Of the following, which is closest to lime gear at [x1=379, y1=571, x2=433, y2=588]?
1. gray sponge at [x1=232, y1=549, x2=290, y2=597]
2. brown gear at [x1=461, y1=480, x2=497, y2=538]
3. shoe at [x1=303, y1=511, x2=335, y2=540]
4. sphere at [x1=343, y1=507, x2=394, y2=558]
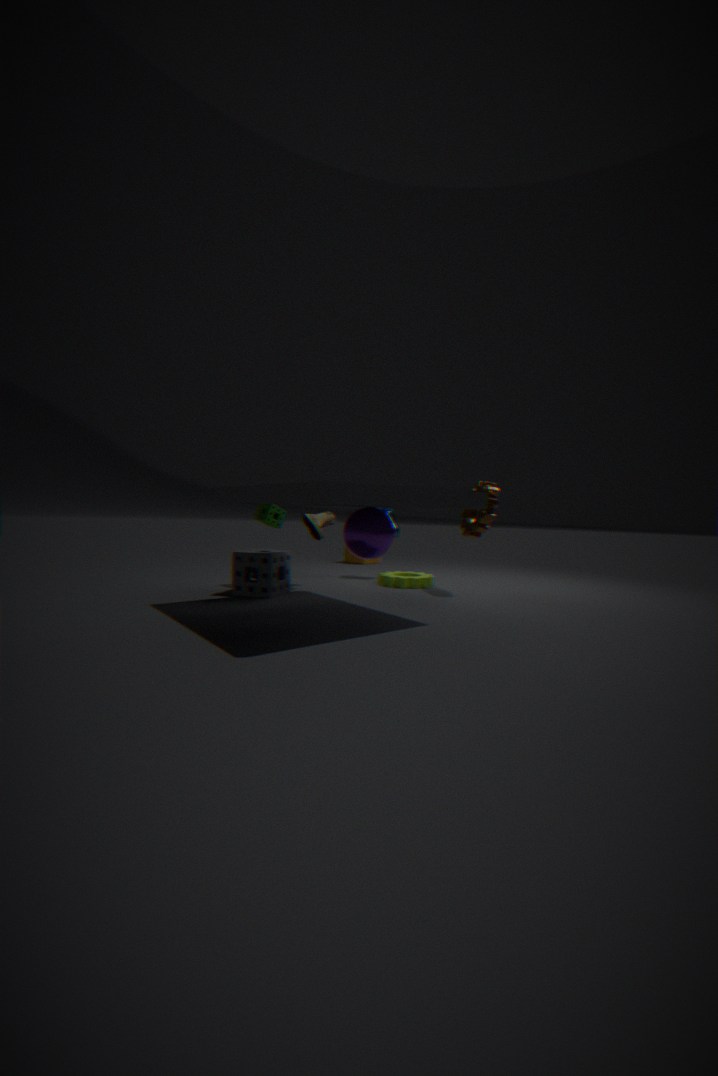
brown gear at [x1=461, y1=480, x2=497, y2=538]
